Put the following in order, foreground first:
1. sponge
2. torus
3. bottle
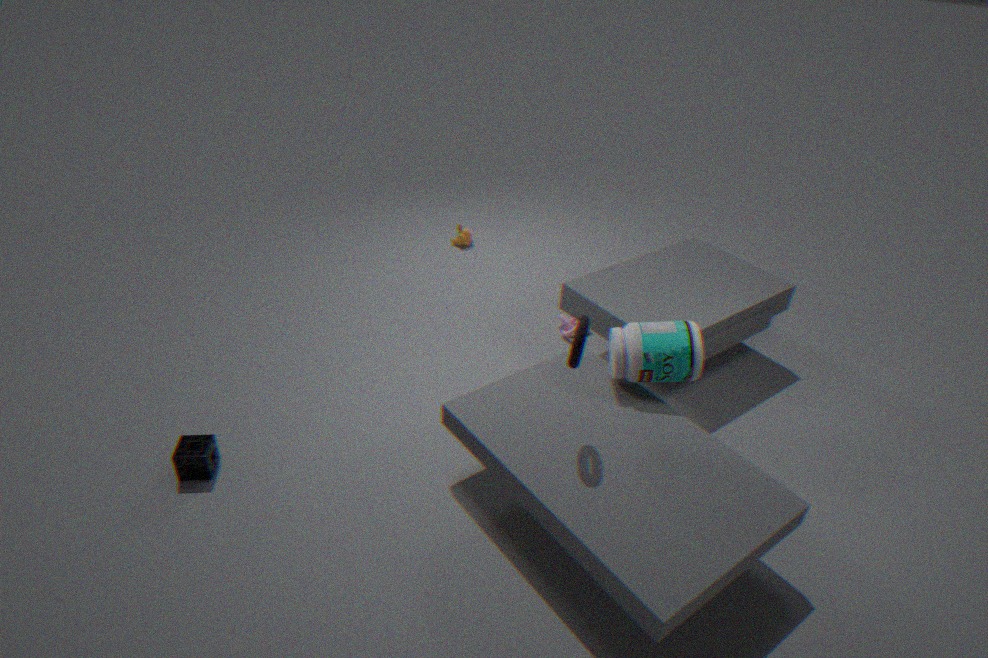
1. torus
2. sponge
3. bottle
